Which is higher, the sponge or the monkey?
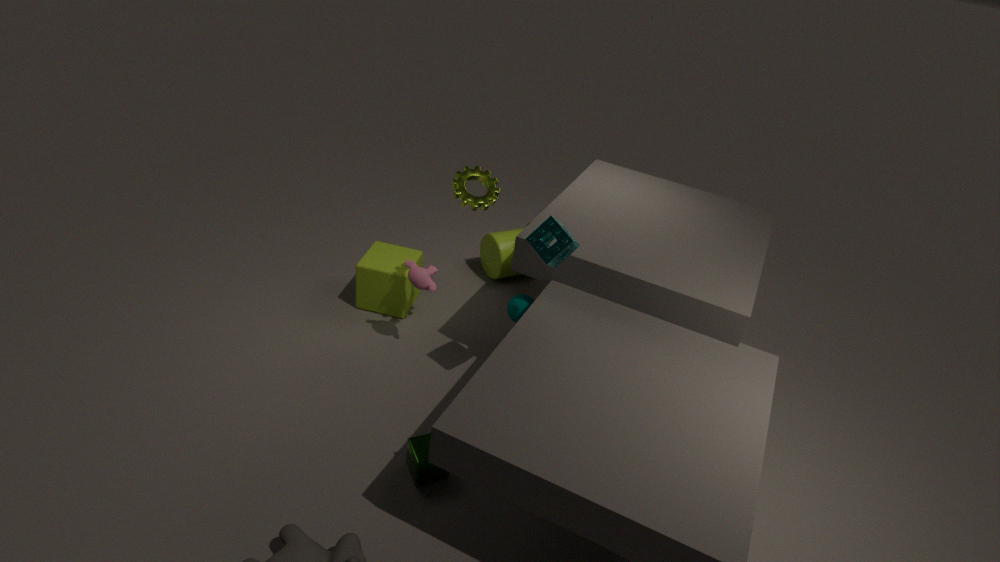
the sponge
